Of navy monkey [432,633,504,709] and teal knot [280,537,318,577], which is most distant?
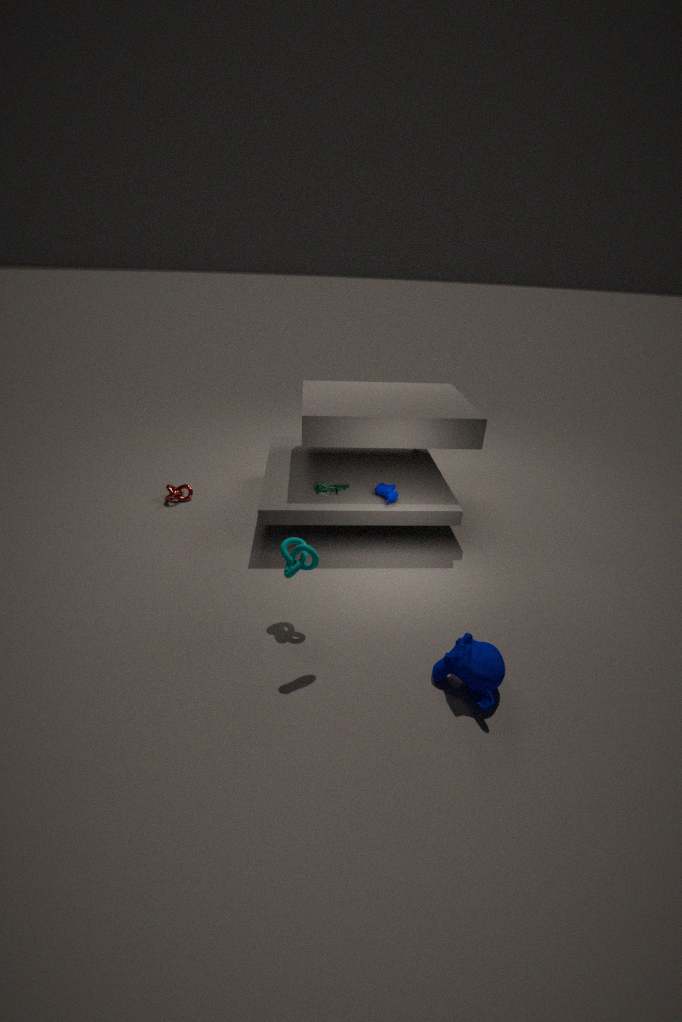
teal knot [280,537,318,577]
